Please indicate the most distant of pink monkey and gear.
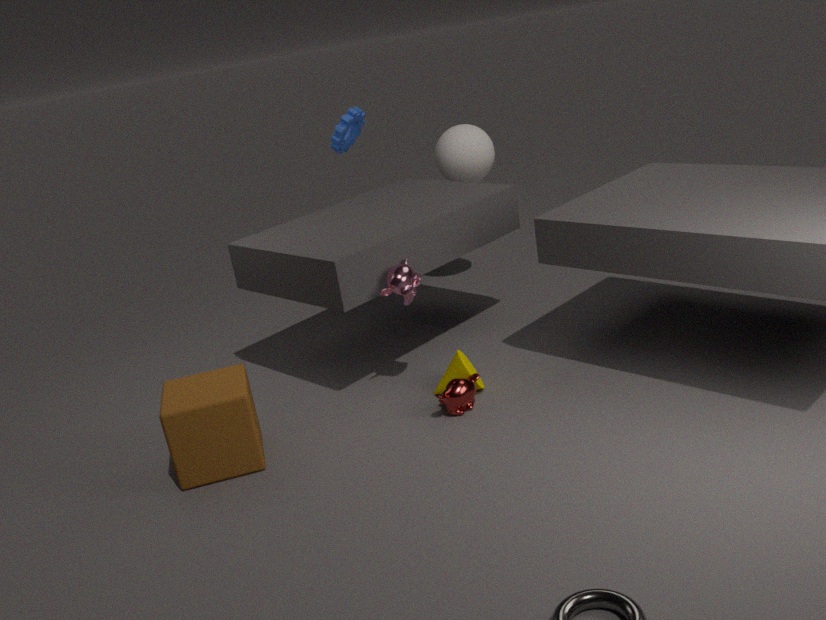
gear
